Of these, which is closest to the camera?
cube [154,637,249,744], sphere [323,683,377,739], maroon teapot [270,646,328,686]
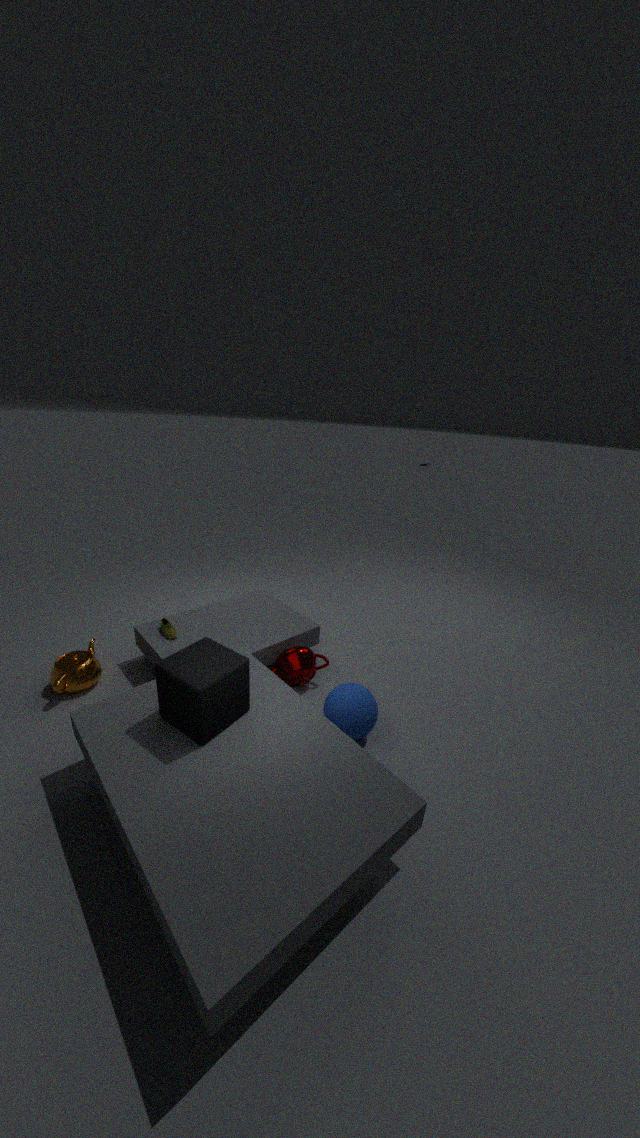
cube [154,637,249,744]
